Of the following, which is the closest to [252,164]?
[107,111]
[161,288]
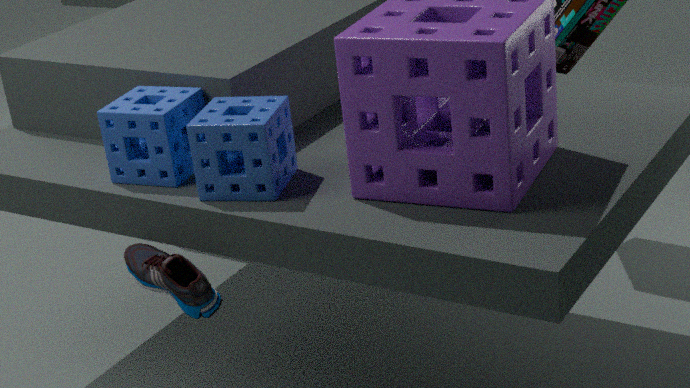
[107,111]
